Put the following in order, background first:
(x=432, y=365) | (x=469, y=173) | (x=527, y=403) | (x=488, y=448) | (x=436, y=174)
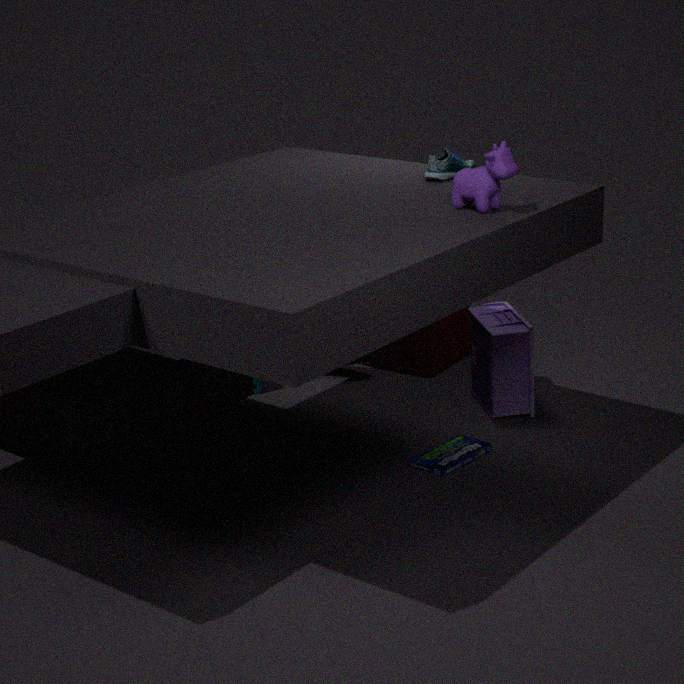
(x=432, y=365) < (x=527, y=403) < (x=488, y=448) < (x=436, y=174) < (x=469, y=173)
